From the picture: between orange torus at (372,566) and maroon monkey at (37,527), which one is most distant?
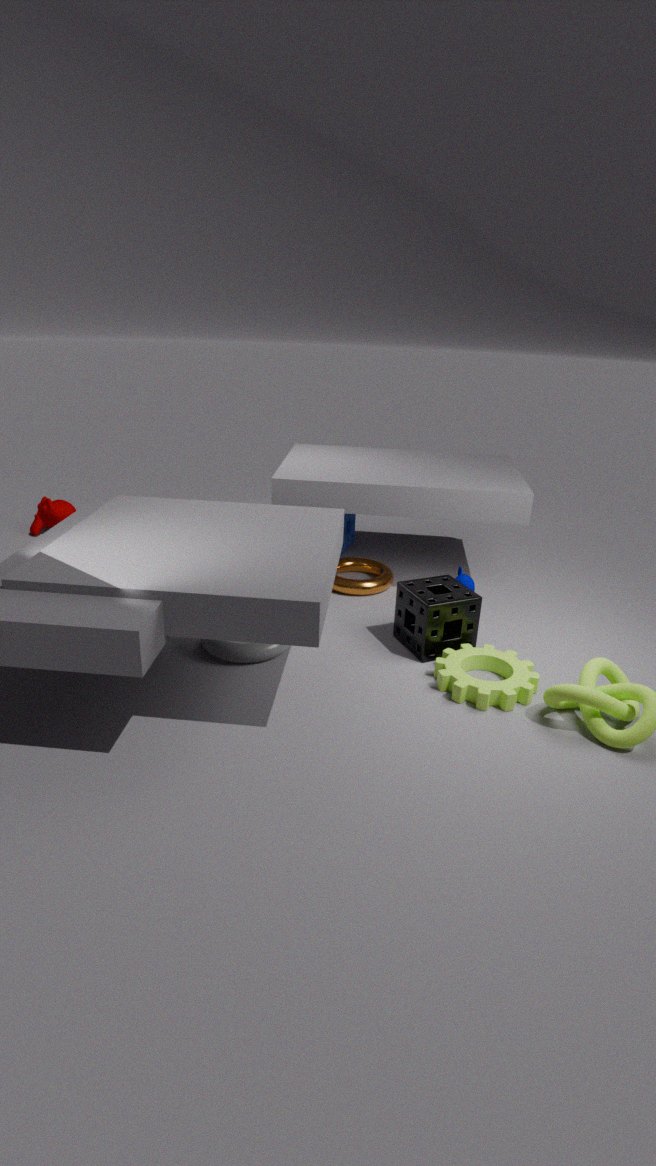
maroon monkey at (37,527)
